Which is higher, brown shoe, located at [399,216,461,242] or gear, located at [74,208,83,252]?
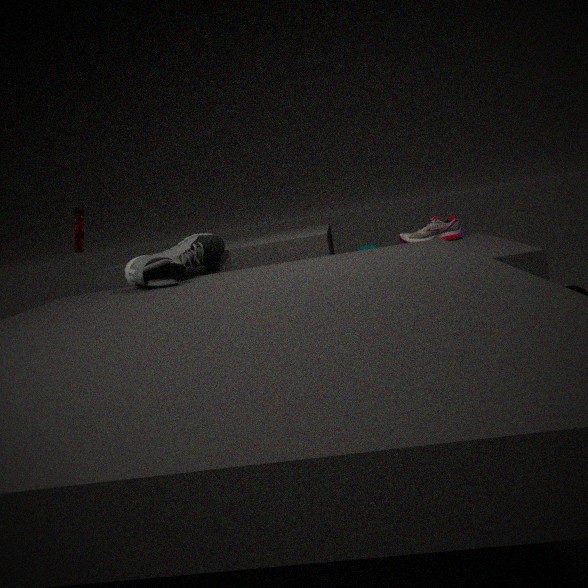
gear, located at [74,208,83,252]
